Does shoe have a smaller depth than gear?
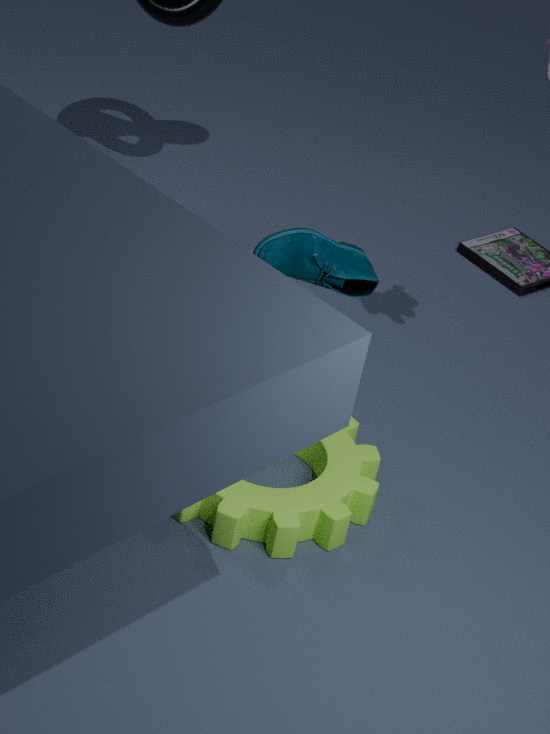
No
